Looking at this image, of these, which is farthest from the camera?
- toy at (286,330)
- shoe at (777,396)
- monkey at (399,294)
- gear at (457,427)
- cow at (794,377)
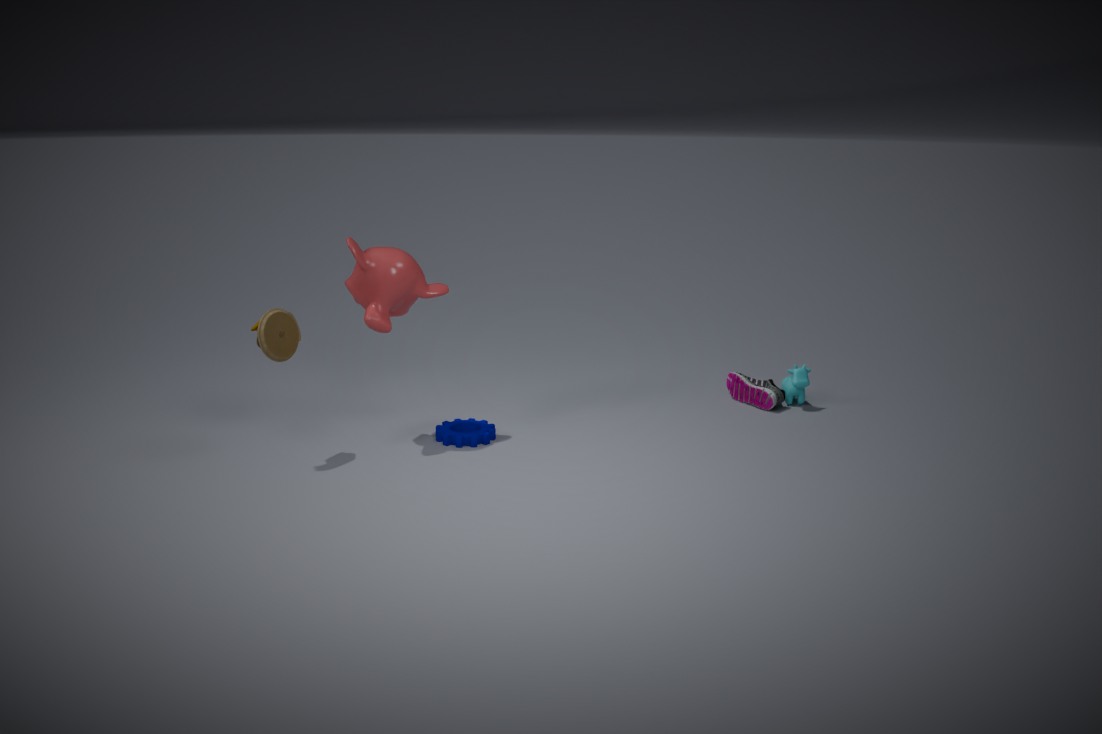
cow at (794,377)
